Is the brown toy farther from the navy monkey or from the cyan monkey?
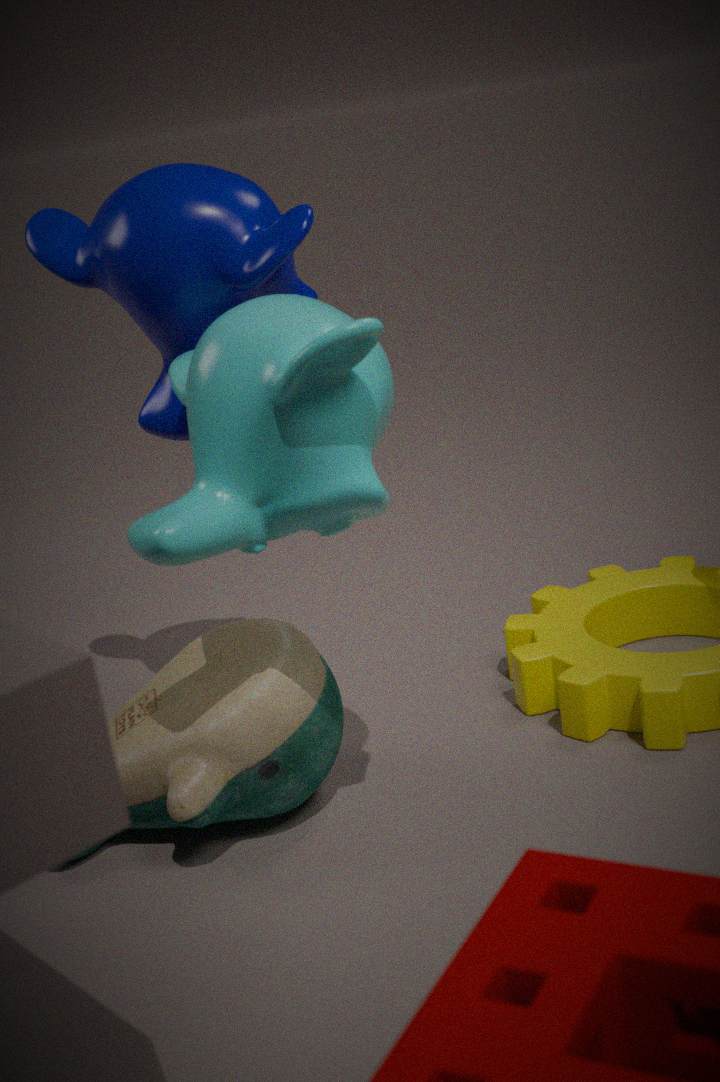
the navy monkey
